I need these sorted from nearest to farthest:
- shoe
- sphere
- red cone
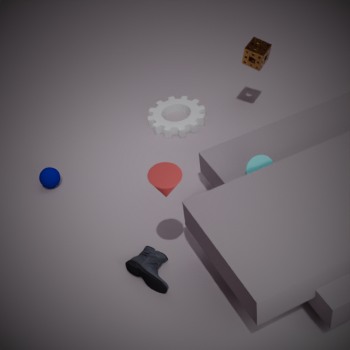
red cone, shoe, sphere
